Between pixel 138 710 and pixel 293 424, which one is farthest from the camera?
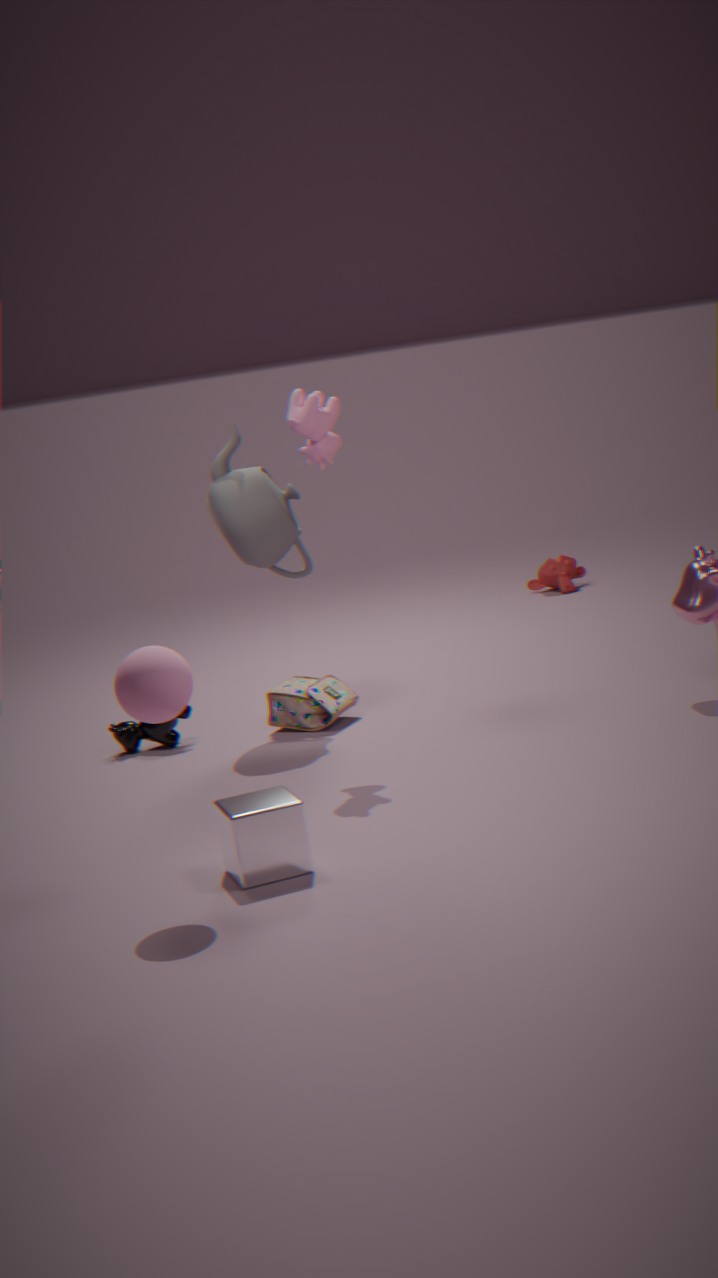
pixel 293 424
